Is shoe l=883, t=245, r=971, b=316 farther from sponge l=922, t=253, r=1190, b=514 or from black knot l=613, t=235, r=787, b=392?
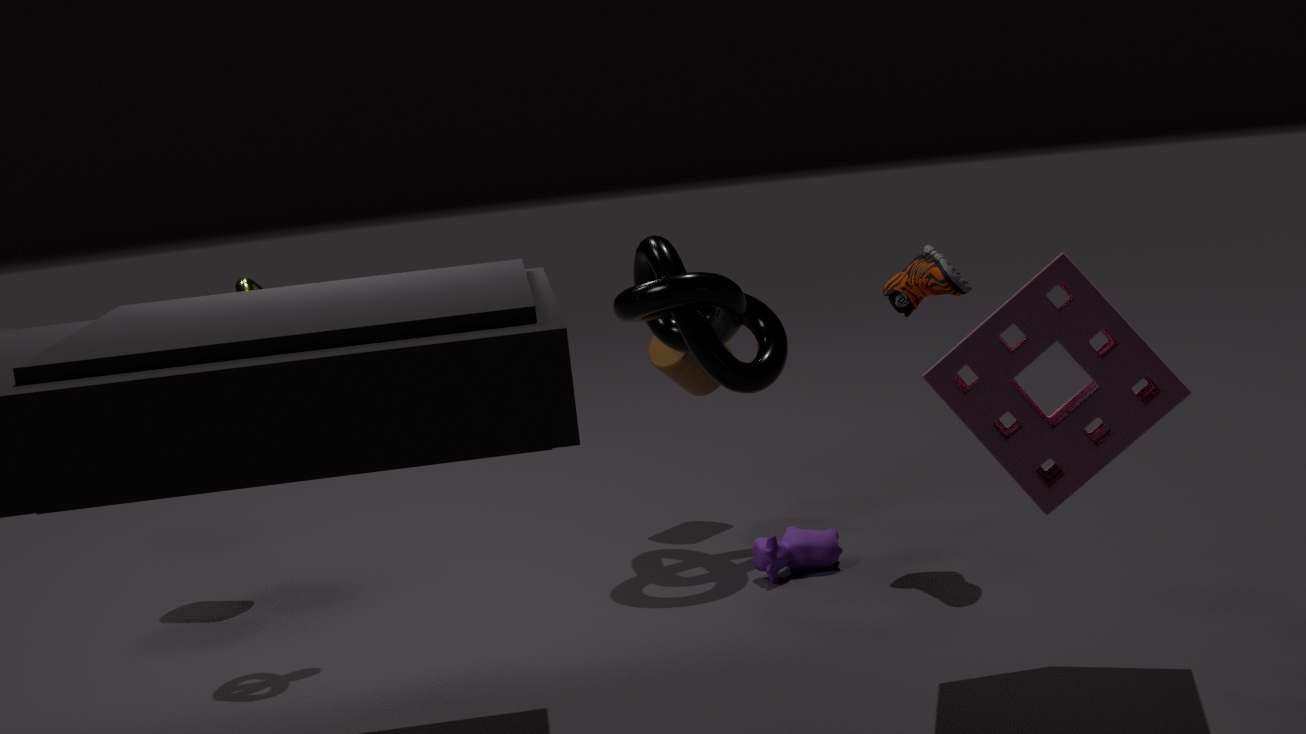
sponge l=922, t=253, r=1190, b=514
